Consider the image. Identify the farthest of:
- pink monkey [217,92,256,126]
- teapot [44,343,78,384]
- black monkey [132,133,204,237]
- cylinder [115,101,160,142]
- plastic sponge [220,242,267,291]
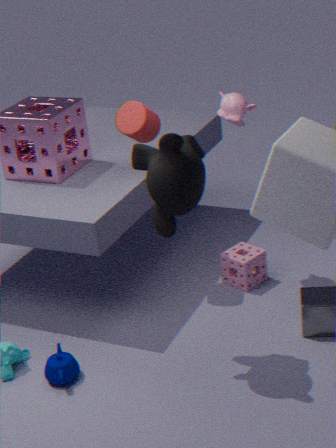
plastic sponge [220,242,267,291]
